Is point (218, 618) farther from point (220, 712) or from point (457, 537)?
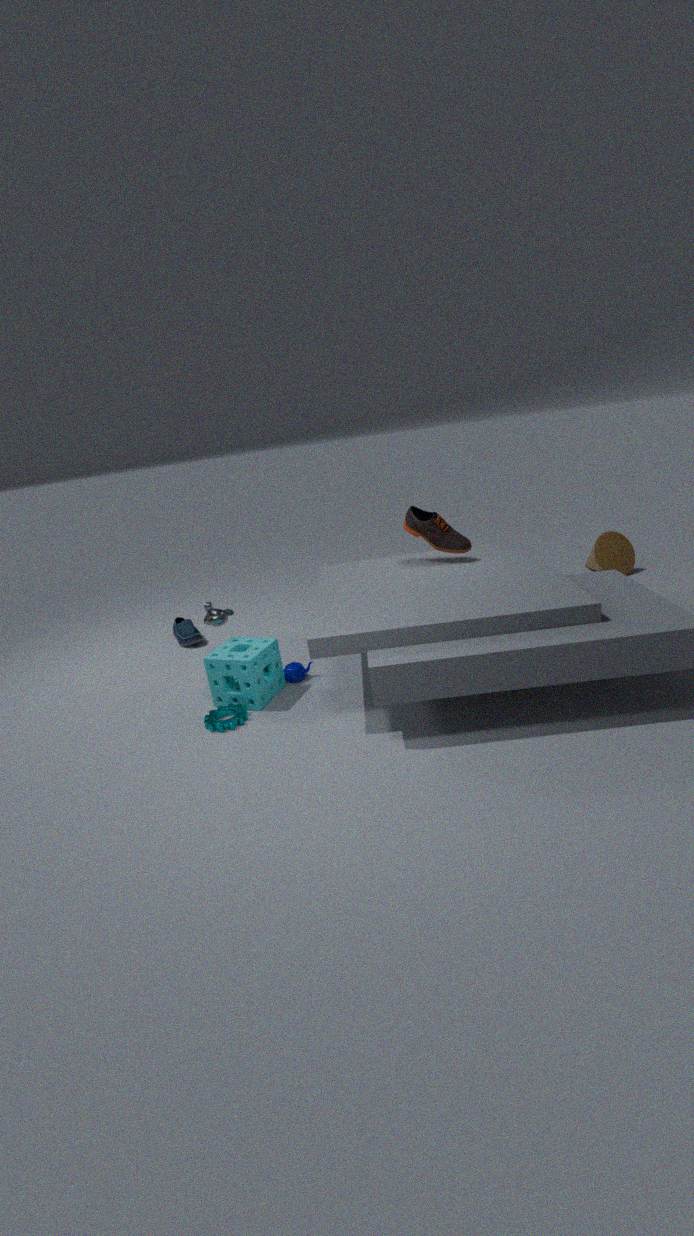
point (457, 537)
